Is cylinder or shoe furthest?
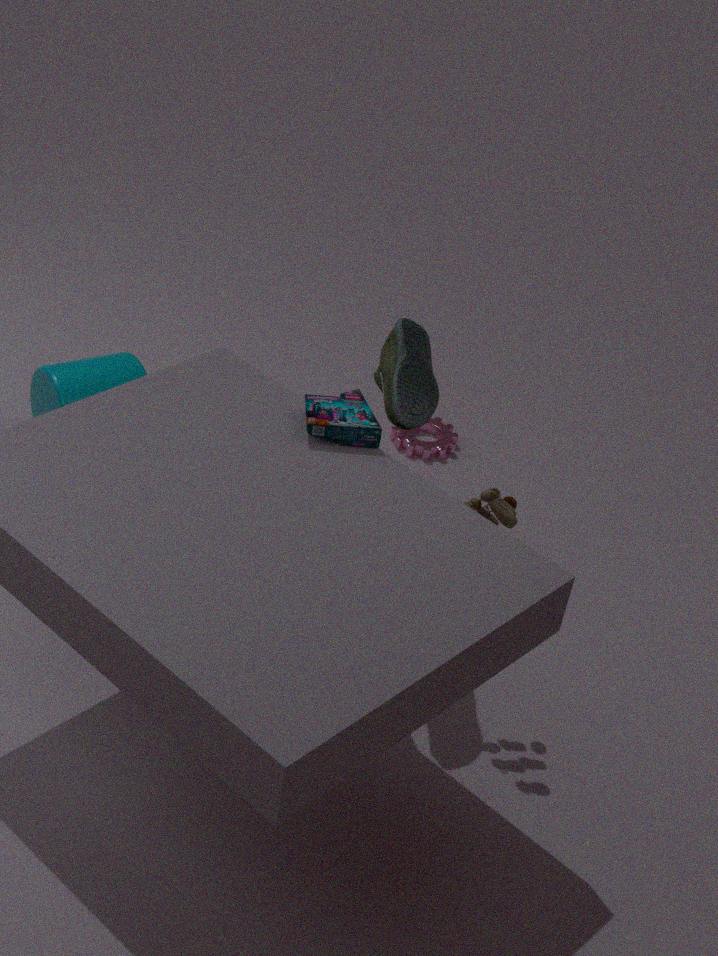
cylinder
